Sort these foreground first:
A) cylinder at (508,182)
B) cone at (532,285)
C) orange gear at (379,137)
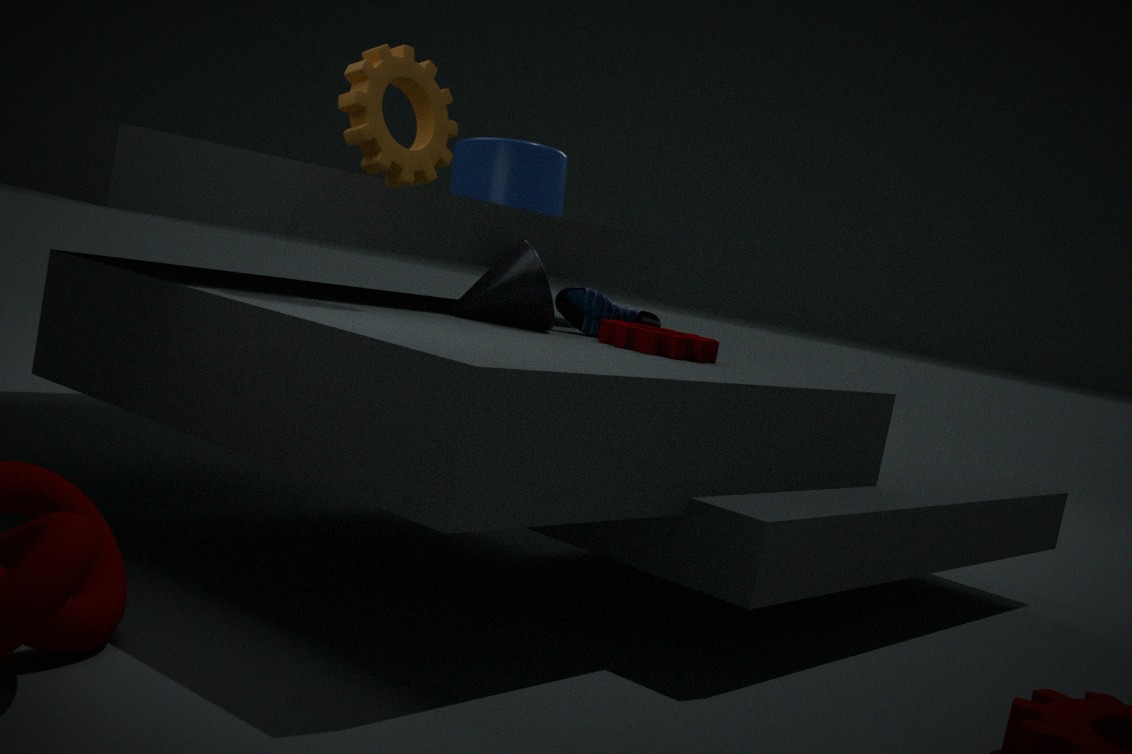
orange gear at (379,137), cone at (532,285), cylinder at (508,182)
